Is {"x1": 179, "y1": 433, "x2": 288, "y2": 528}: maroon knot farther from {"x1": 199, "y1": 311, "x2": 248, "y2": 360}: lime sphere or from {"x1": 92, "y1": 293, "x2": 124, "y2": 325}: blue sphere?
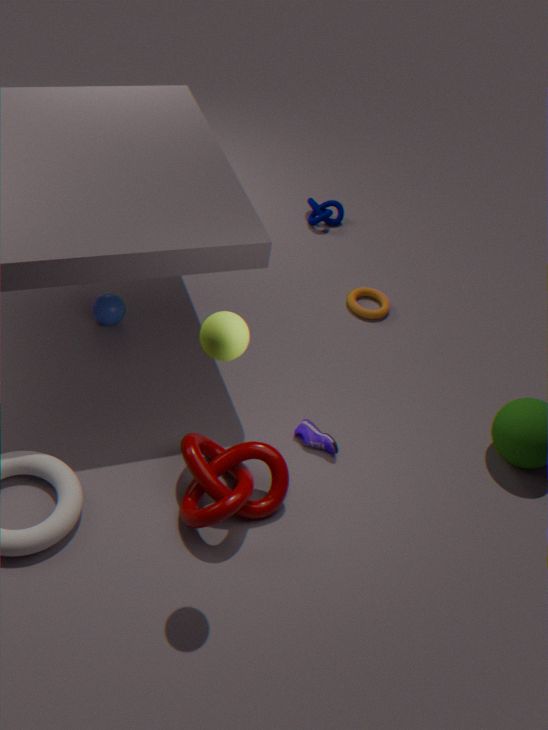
{"x1": 92, "y1": 293, "x2": 124, "y2": 325}: blue sphere
